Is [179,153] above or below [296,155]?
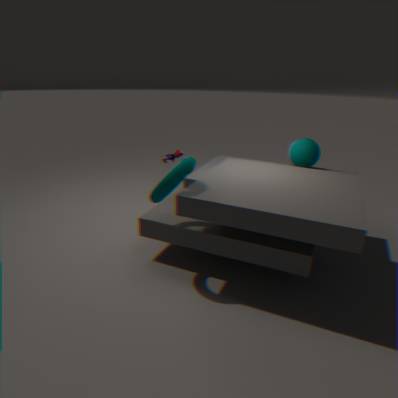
above
